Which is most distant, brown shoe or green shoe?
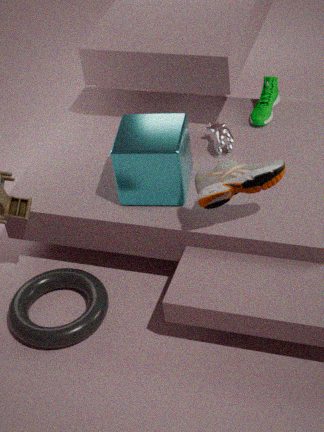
green shoe
